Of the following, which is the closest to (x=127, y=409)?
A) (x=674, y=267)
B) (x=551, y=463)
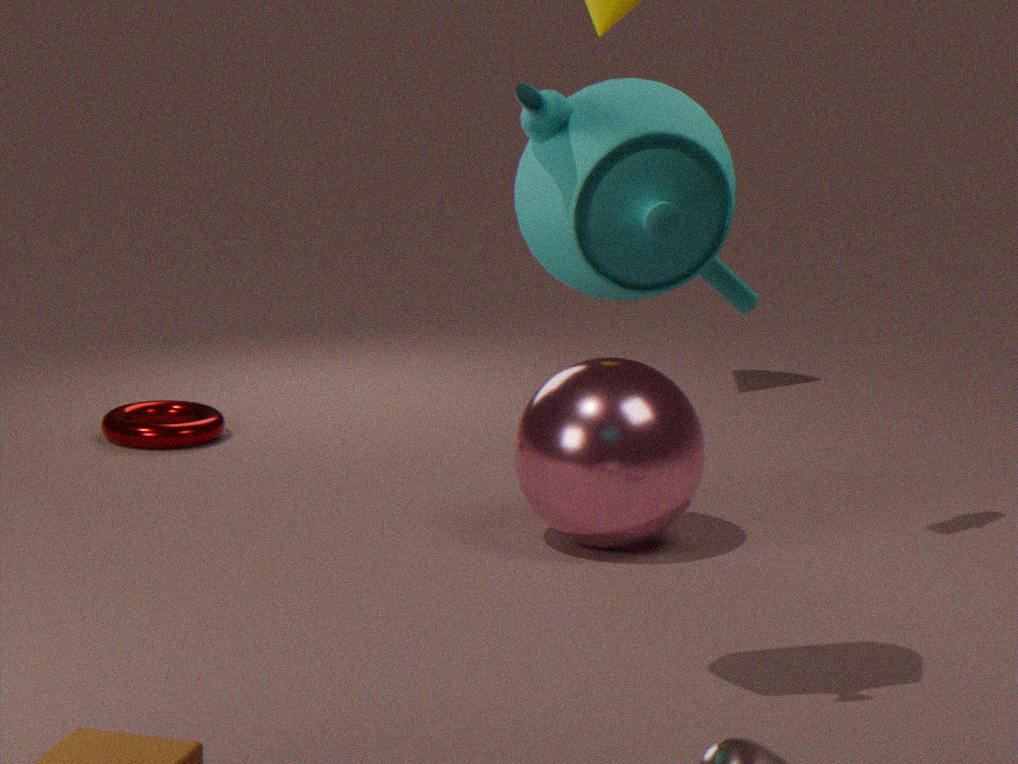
(x=551, y=463)
